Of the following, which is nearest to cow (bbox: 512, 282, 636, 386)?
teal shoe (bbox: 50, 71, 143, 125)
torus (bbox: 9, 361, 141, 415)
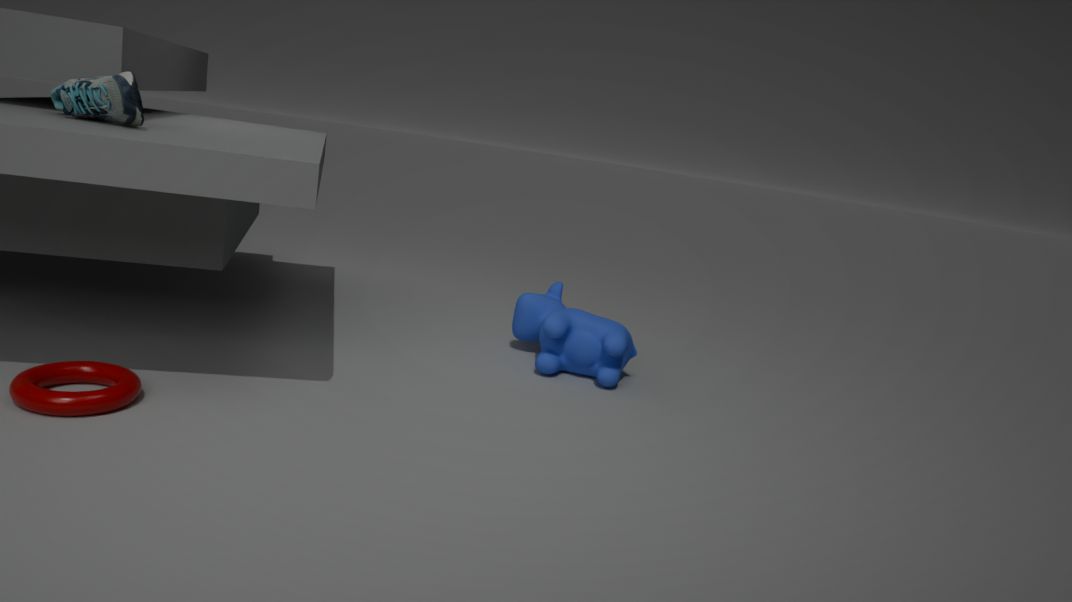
torus (bbox: 9, 361, 141, 415)
